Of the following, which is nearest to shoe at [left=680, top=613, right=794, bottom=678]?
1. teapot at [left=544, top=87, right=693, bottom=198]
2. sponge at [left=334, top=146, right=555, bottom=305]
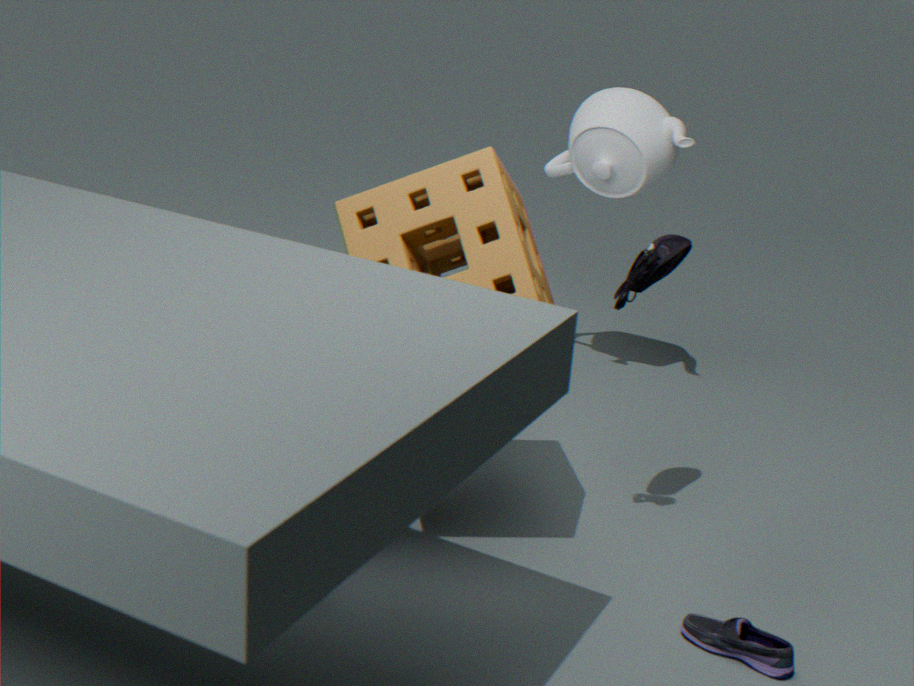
sponge at [left=334, top=146, right=555, bottom=305]
